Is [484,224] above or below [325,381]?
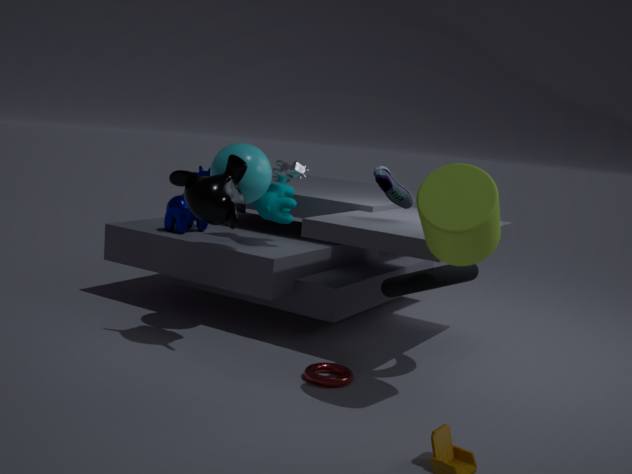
above
